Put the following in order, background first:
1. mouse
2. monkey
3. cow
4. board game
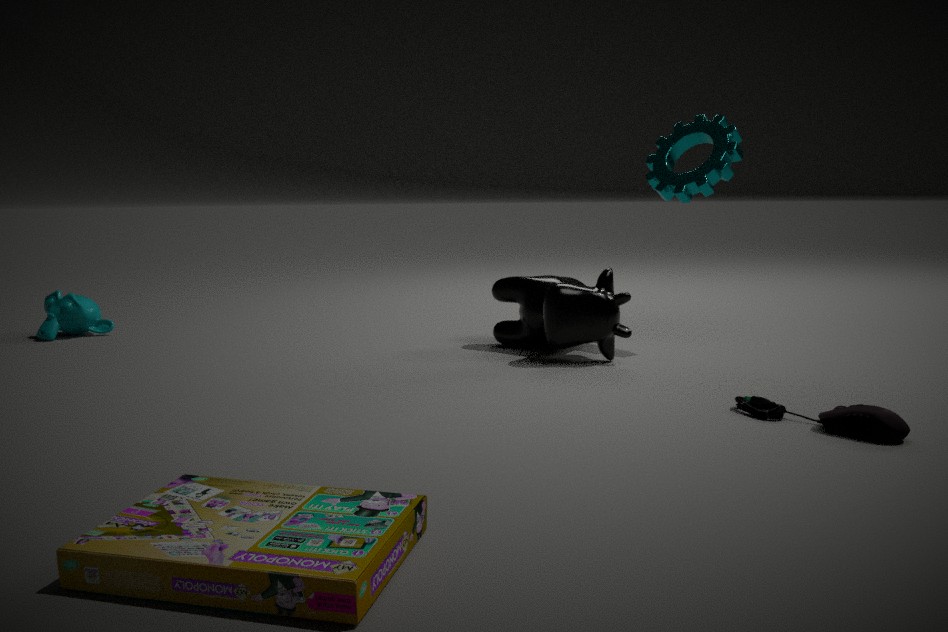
monkey
cow
mouse
board game
